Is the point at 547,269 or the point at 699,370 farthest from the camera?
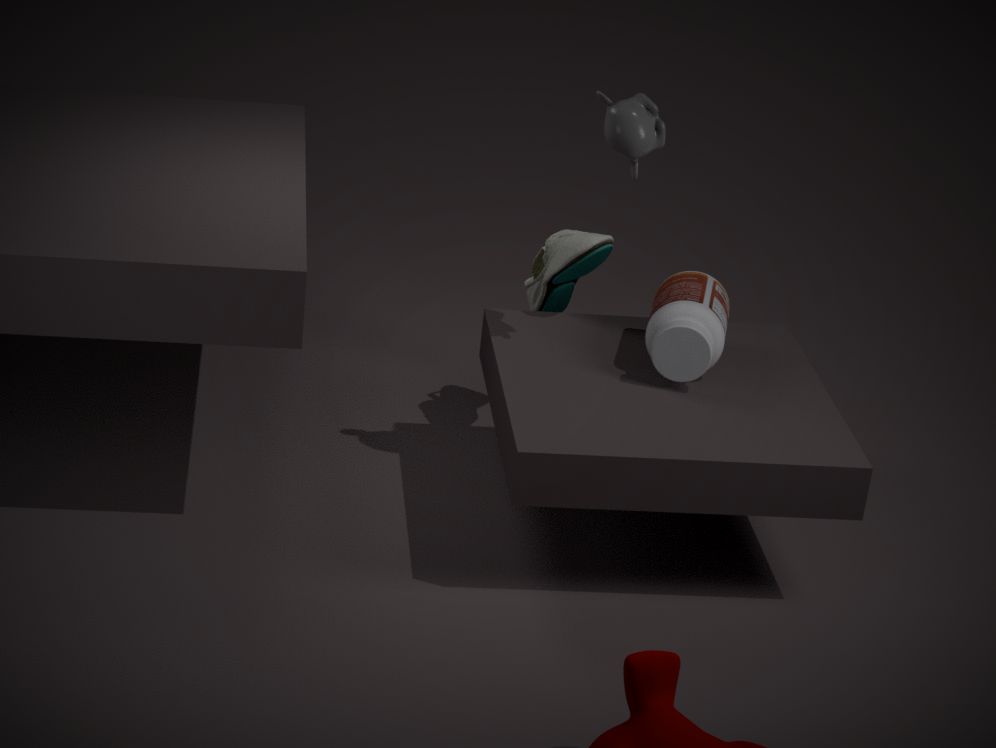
the point at 547,269
